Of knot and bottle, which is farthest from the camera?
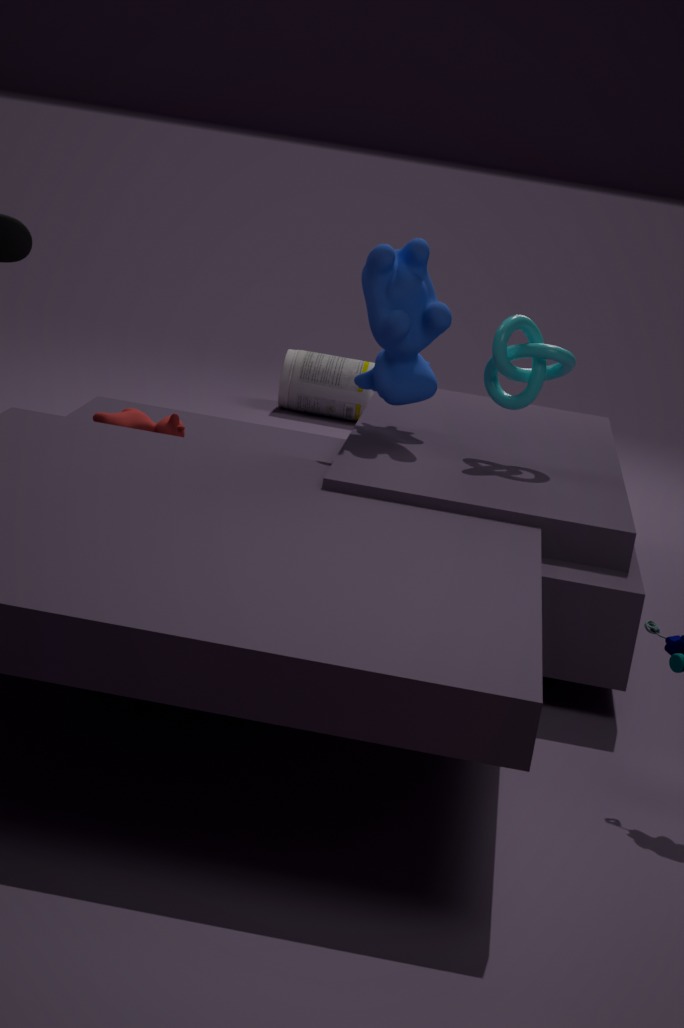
bottle
